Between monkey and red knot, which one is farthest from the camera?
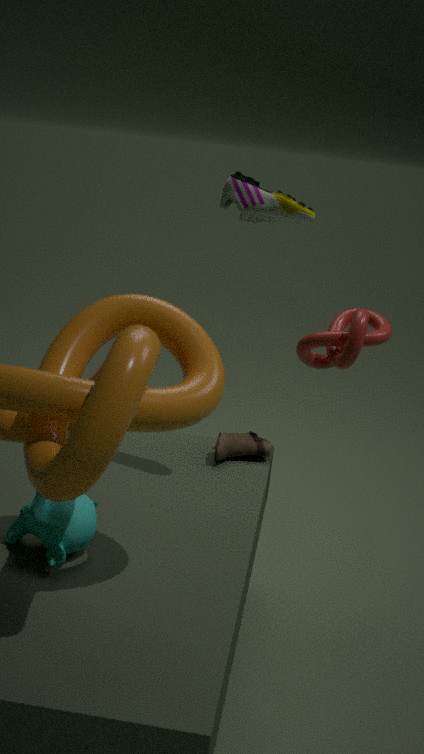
red knot
